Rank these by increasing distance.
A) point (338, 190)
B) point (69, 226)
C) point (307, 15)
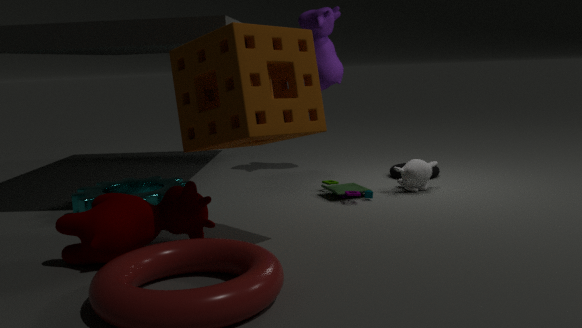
point (69, 226) < point (338, 190) < point (307, 15)
